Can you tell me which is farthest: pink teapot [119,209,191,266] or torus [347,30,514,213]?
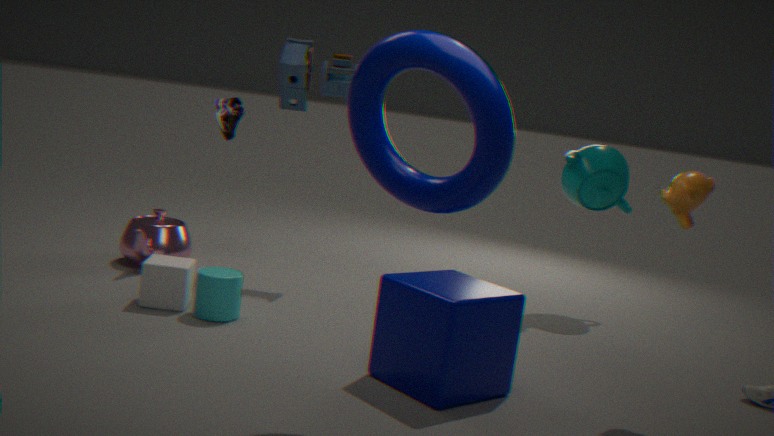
pink teapot [119,209,191,266]
